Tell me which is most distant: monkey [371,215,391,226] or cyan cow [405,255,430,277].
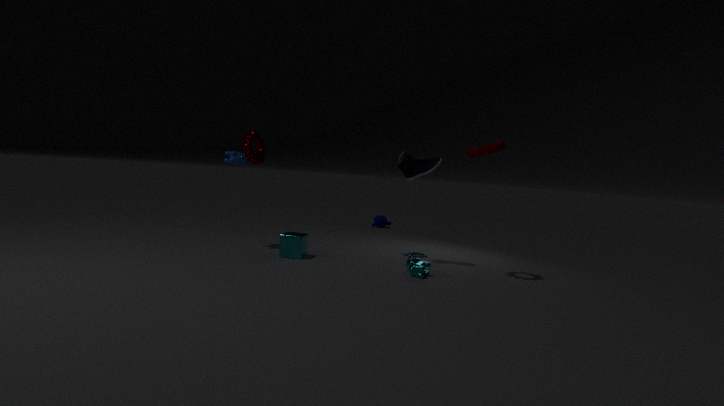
monkey [371,215,391,226]
